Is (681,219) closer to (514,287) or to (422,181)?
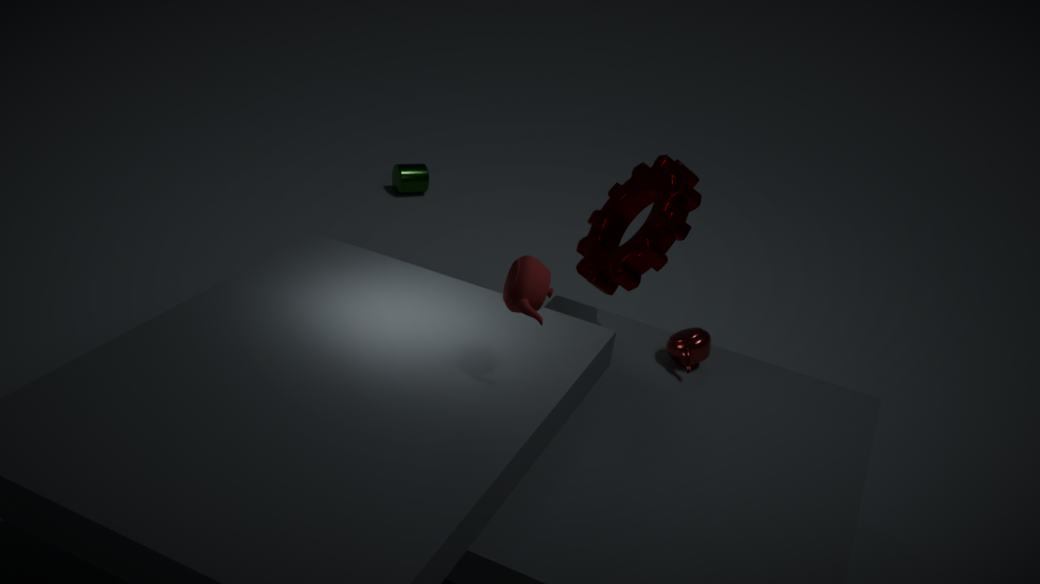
(514,287)
